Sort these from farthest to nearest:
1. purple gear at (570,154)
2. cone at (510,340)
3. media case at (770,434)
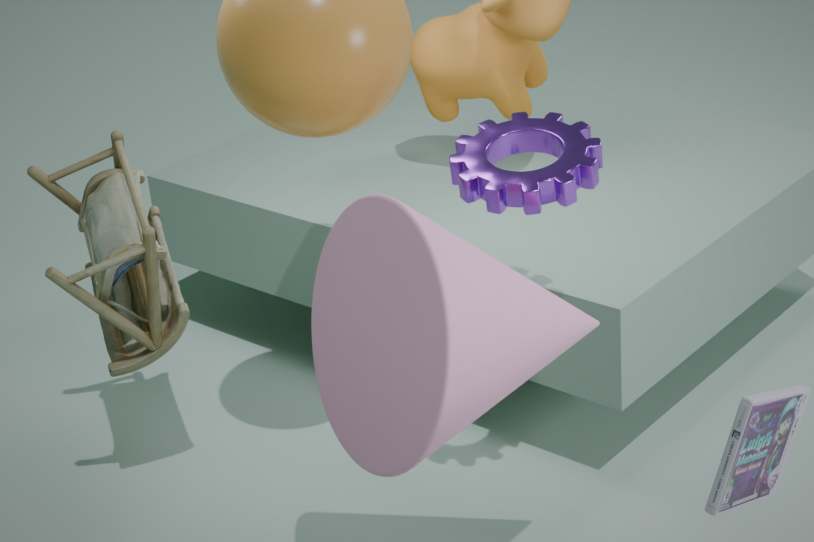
purple gear at (570,154)
cone at (510,340)
media case at (770,434)
